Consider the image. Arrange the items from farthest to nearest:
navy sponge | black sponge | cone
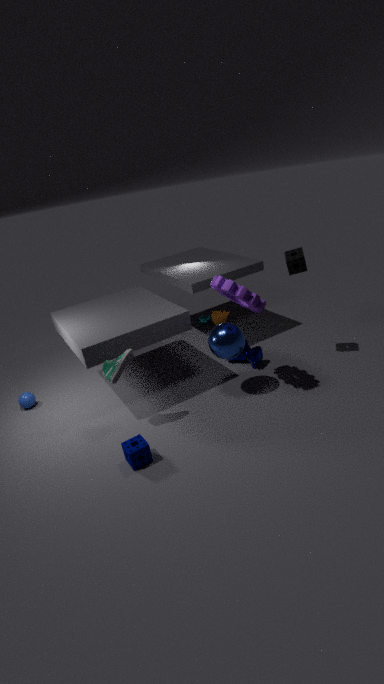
cone → black sponge → navy sponge
